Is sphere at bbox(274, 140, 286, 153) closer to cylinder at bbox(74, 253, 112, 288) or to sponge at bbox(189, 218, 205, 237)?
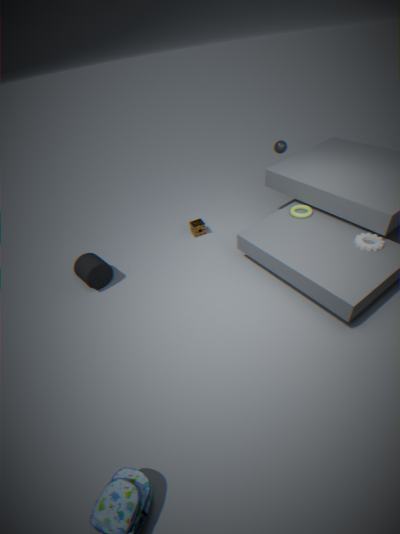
sponge at bbox(189, 218, 205, 237)
